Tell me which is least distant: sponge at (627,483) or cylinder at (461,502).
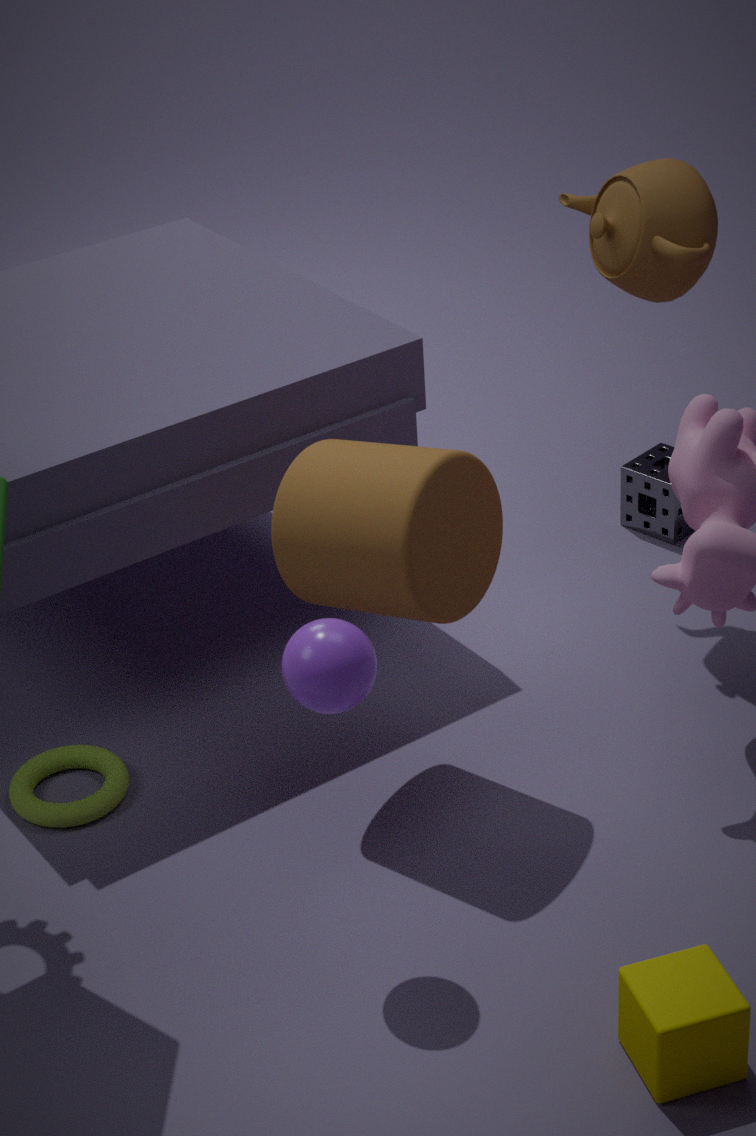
cylinder at (461,502)
